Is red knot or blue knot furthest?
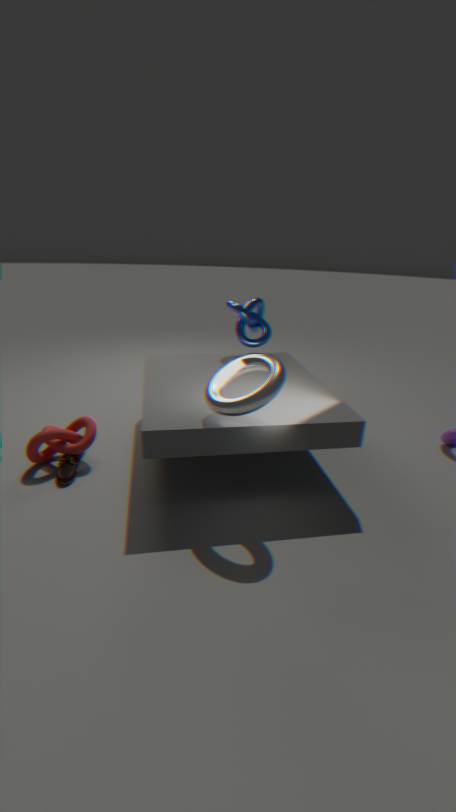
blue knot
